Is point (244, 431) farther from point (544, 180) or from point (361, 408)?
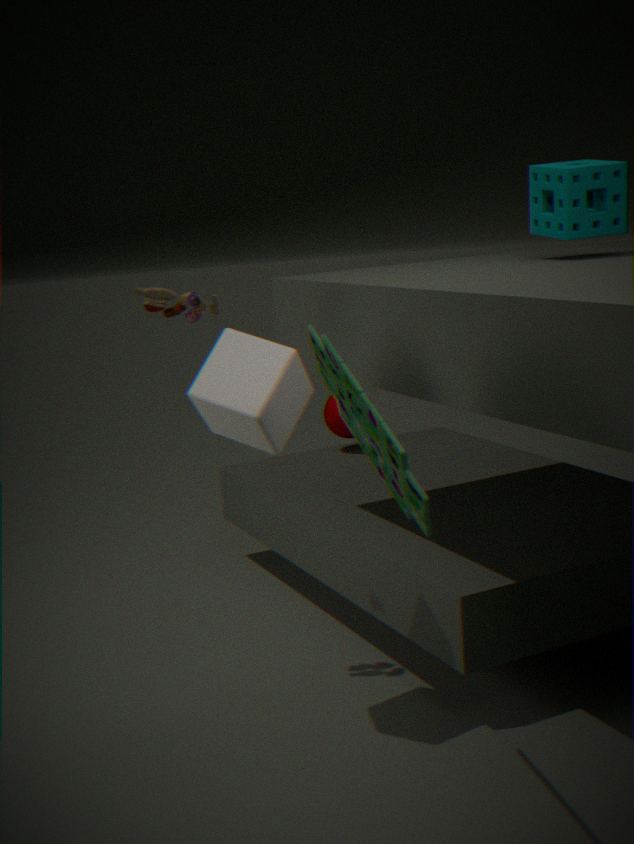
point (544, 180)
